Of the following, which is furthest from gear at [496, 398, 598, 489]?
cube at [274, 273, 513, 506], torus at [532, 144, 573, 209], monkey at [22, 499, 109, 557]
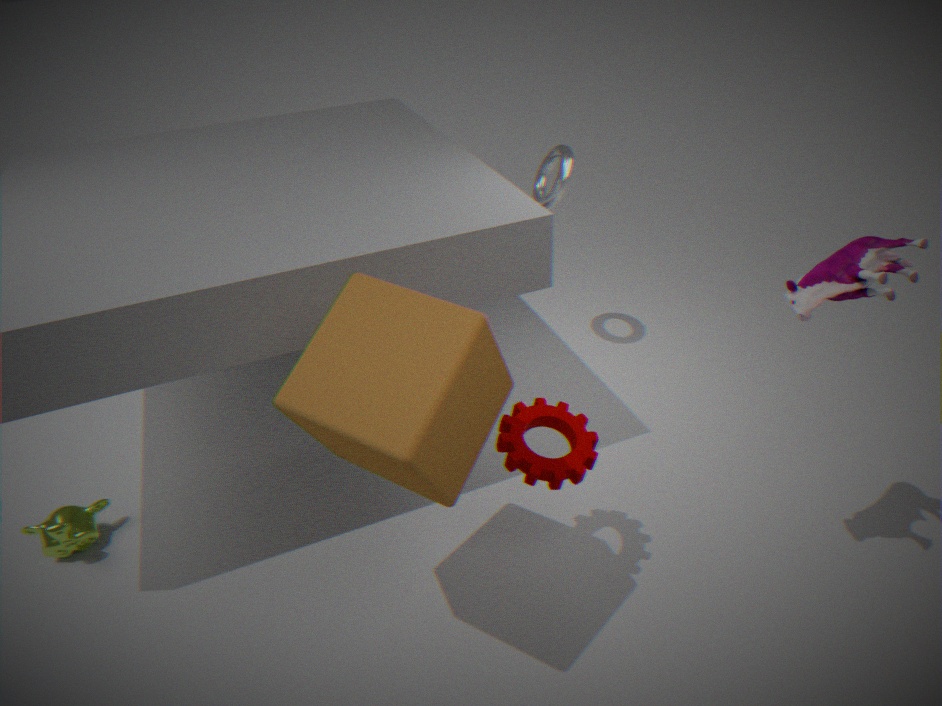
monkey at [22, 499, 109, 557]
